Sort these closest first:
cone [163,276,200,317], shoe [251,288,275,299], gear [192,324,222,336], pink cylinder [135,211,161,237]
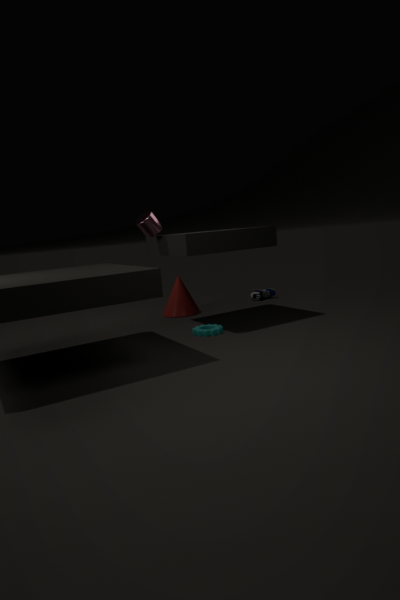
gear [192,324,222,336]
pink cylinder [135,211,161,237]
cone [163,276,200,317]
shoe [251,288,275,299]
